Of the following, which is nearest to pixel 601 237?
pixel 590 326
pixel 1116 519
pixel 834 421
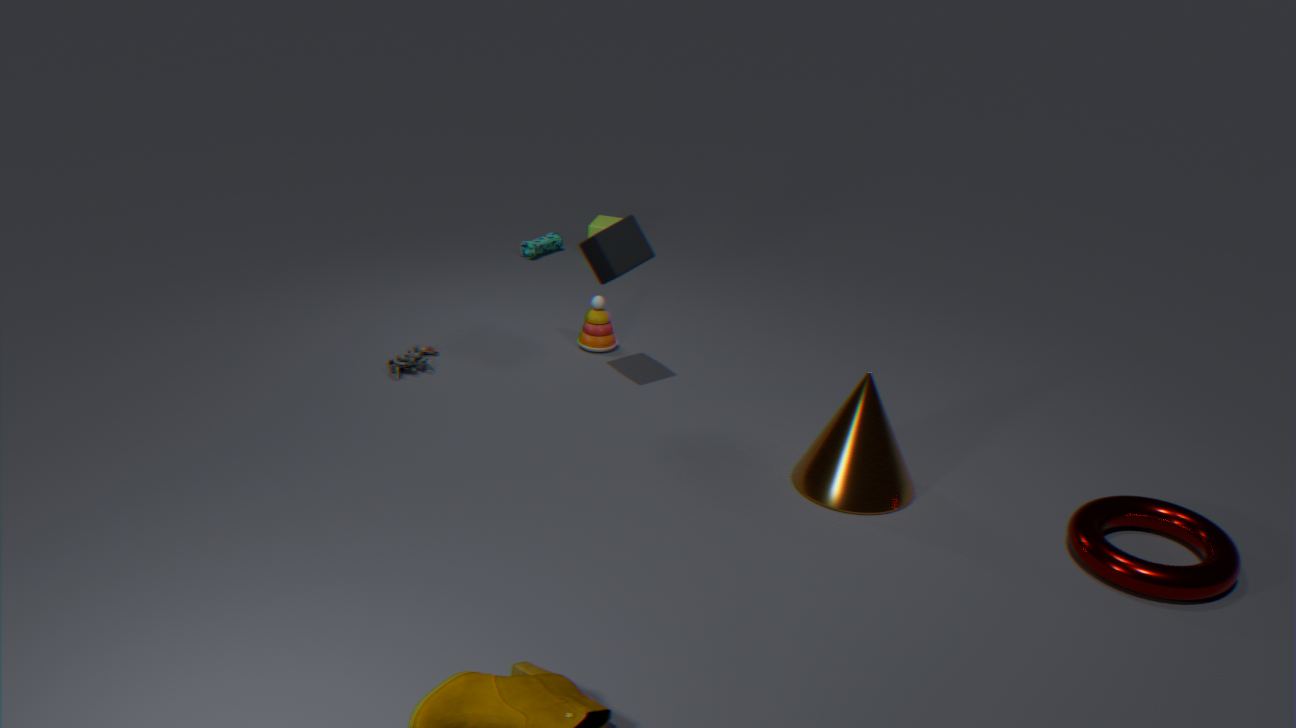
pixel 590 326
